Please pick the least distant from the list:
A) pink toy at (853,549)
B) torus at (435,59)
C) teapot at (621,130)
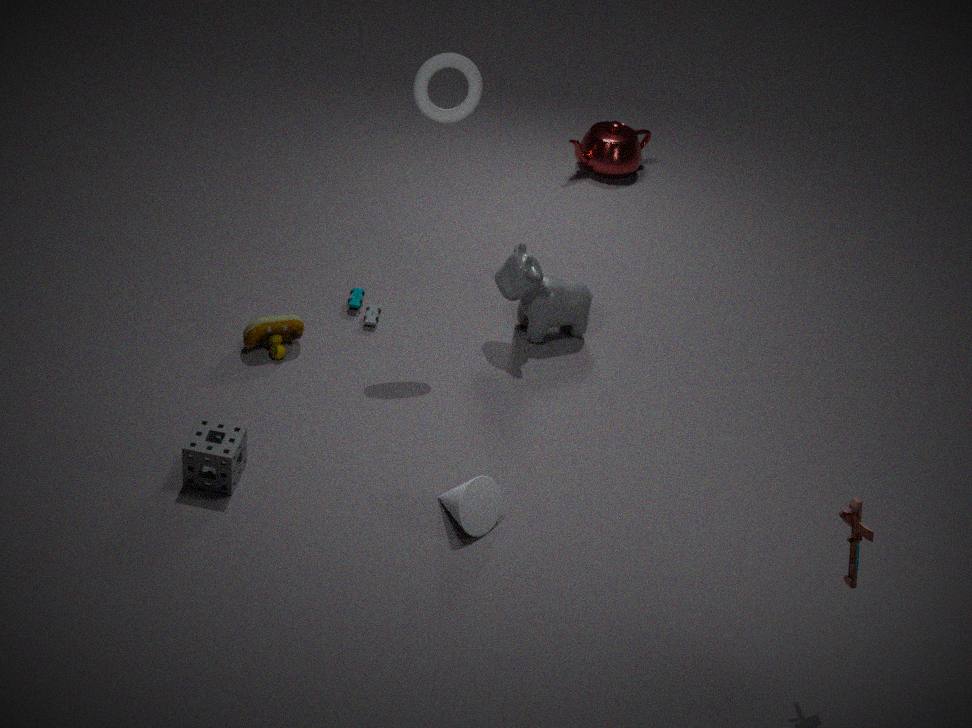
pink toy at (853,549)
